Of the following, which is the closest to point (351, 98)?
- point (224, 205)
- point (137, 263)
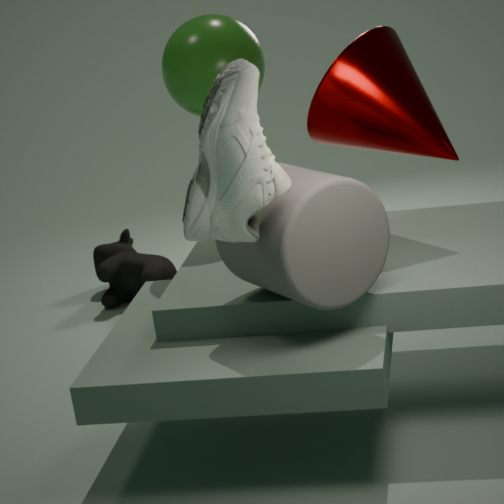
point (224, 205)
